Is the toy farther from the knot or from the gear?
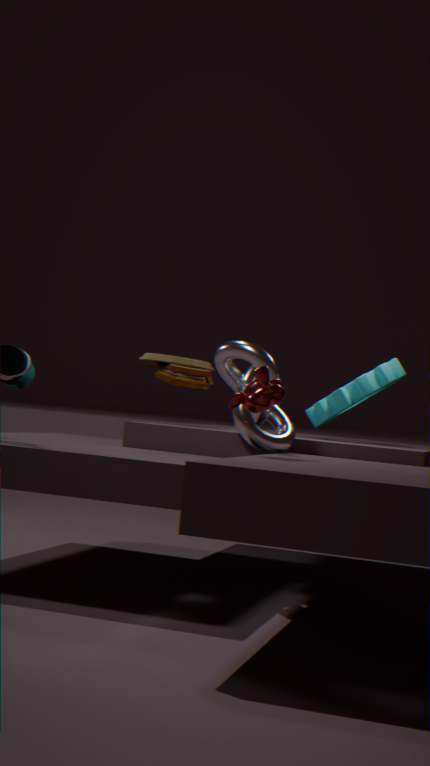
the gear
